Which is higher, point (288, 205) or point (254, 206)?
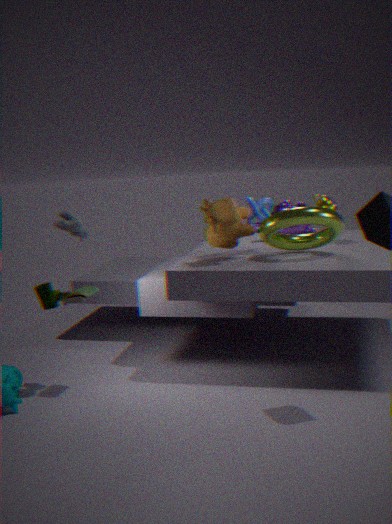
point (254, 206)
